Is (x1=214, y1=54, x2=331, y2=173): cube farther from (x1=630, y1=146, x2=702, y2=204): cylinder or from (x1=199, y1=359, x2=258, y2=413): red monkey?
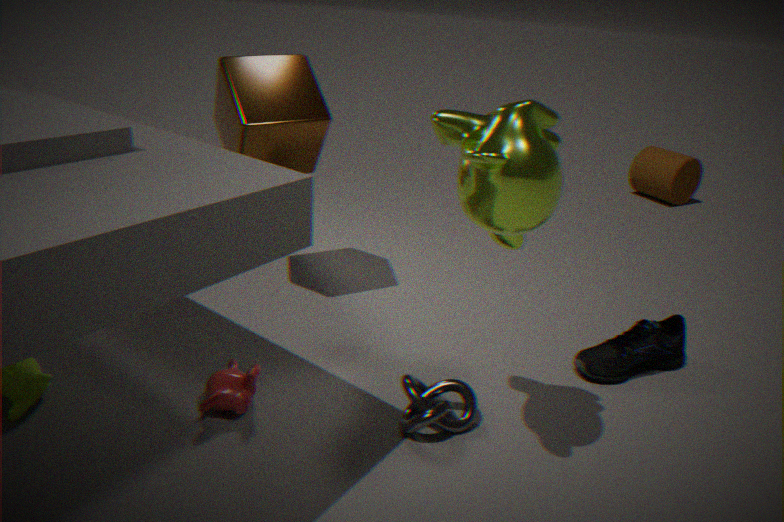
(x1=630, y1=146, x2=702, y2=204): cylinder
